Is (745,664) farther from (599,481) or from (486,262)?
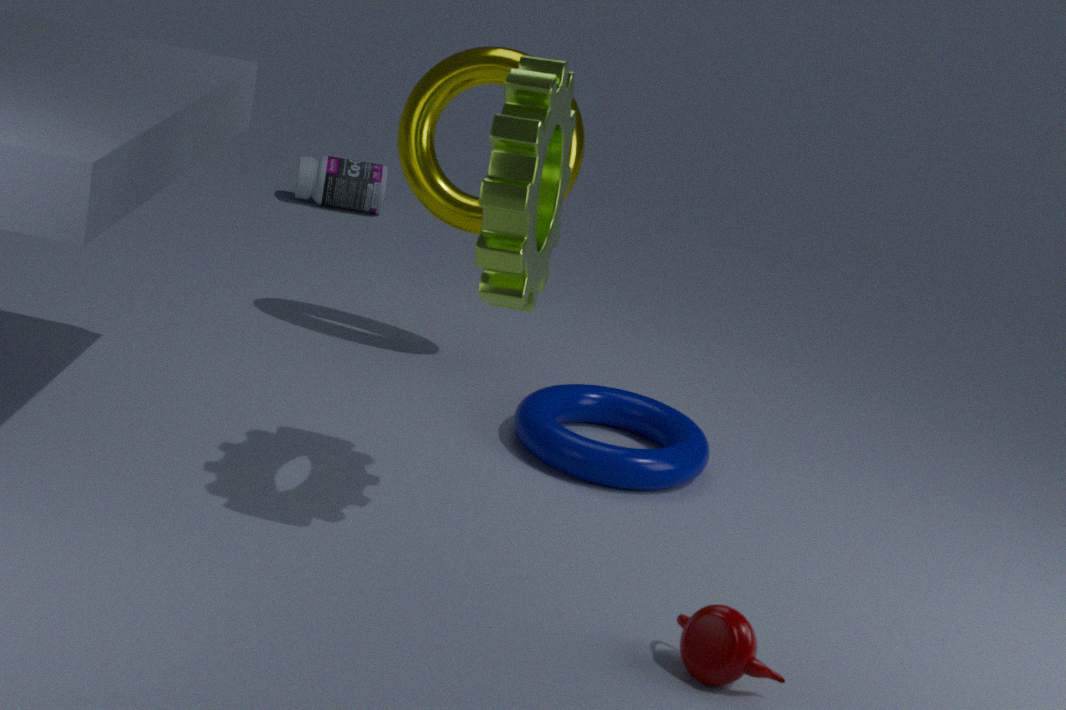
(599,481)
